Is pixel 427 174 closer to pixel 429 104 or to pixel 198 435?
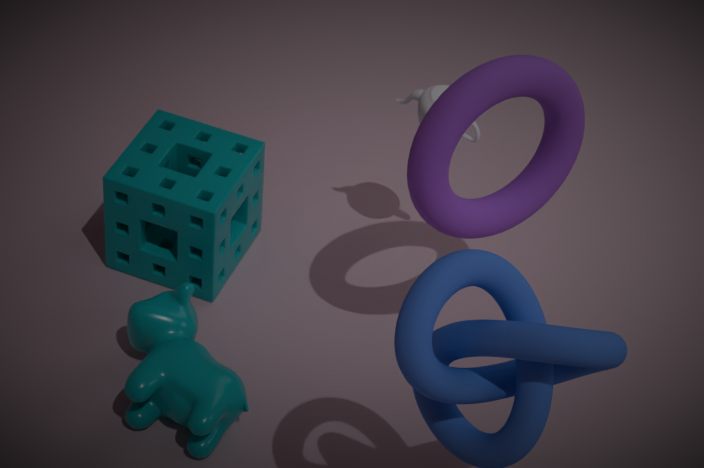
pixel 429 104
